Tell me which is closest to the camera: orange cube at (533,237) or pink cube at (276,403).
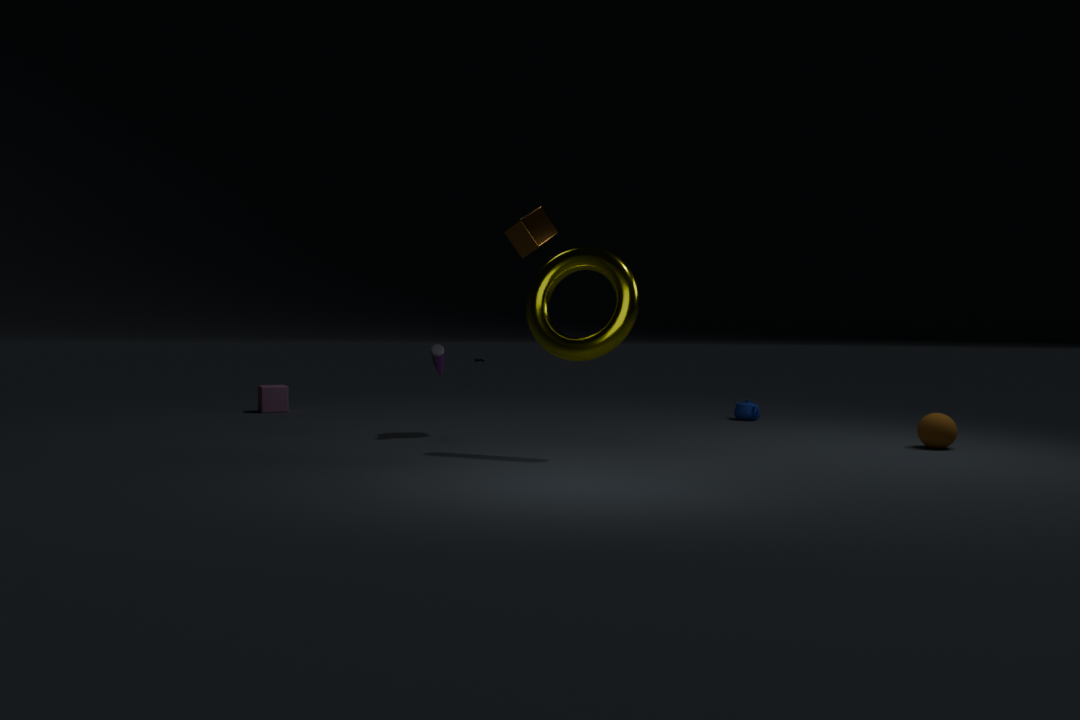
orange cube at (533,237)
